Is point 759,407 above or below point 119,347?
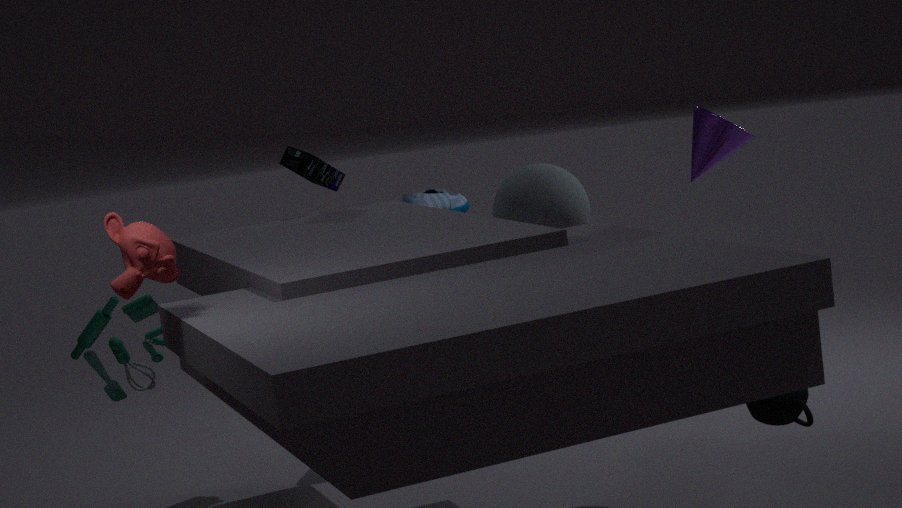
below
